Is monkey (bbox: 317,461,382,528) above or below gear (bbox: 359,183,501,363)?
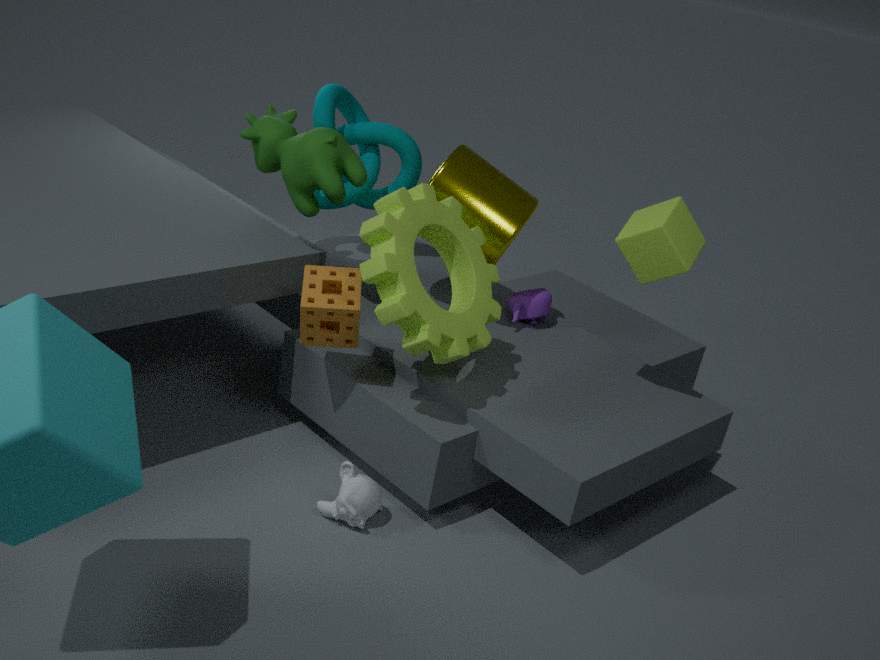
below
